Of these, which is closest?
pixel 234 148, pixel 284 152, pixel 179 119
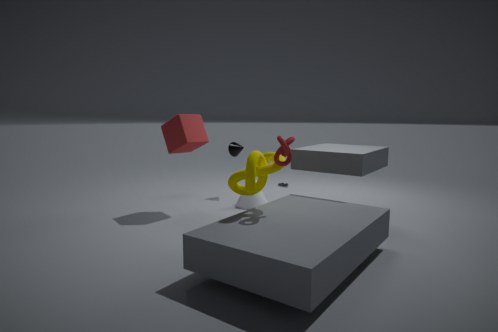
pixel 284 152
